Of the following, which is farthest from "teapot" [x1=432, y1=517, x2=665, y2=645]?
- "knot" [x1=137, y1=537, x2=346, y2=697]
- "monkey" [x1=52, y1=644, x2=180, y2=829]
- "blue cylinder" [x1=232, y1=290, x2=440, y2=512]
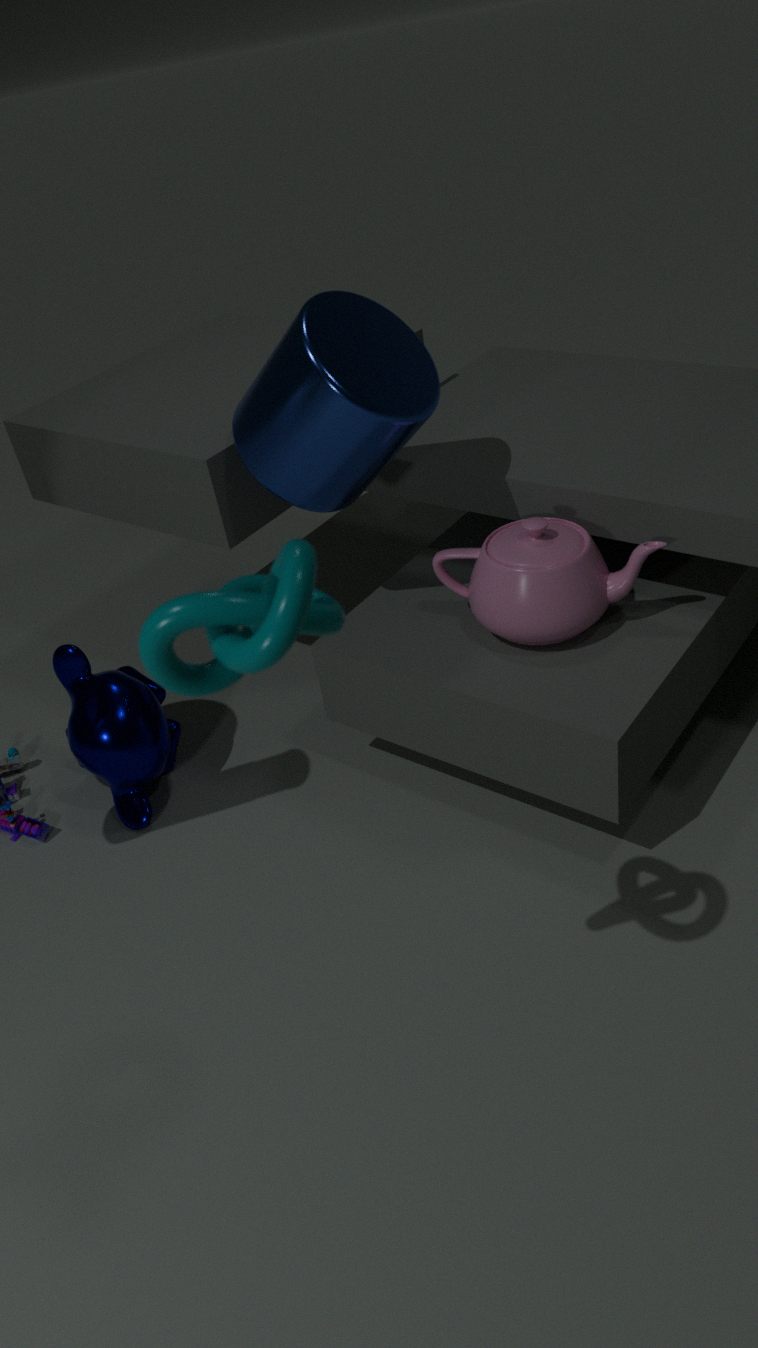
"knot" [x1=137, y1=537, x2=346, y2=697]
